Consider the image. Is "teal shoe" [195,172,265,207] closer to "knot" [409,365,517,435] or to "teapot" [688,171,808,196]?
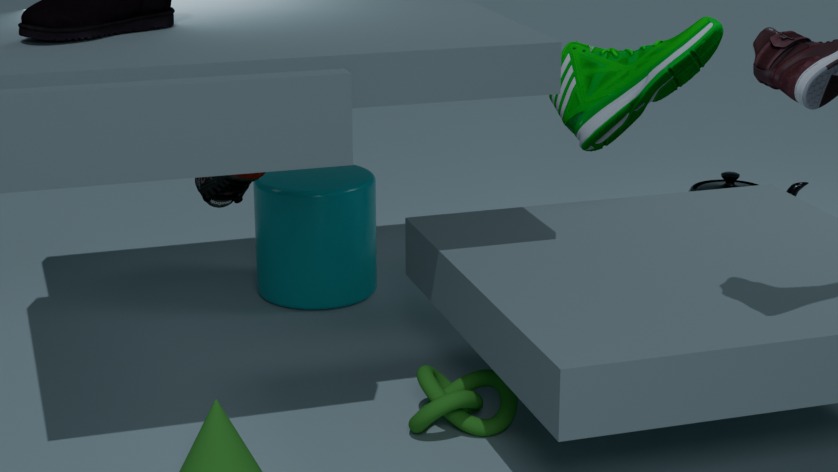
"knot" [409,365,517,435]
